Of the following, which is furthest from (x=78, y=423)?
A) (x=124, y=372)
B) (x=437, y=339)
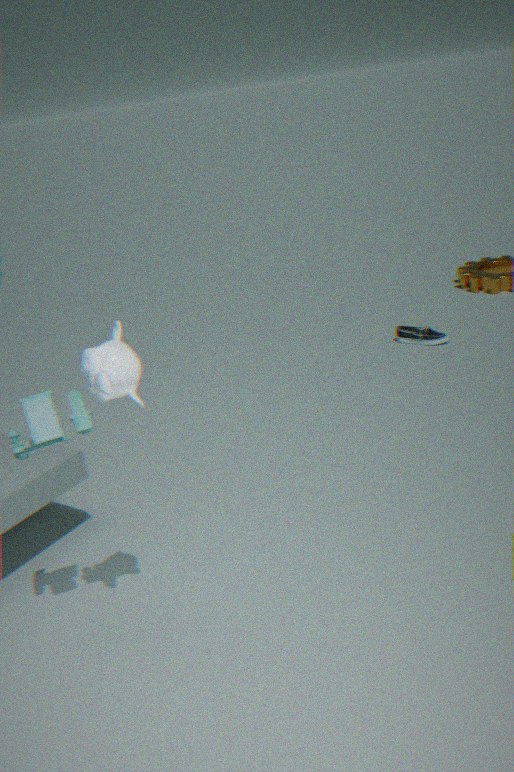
(x=437, y=339)
